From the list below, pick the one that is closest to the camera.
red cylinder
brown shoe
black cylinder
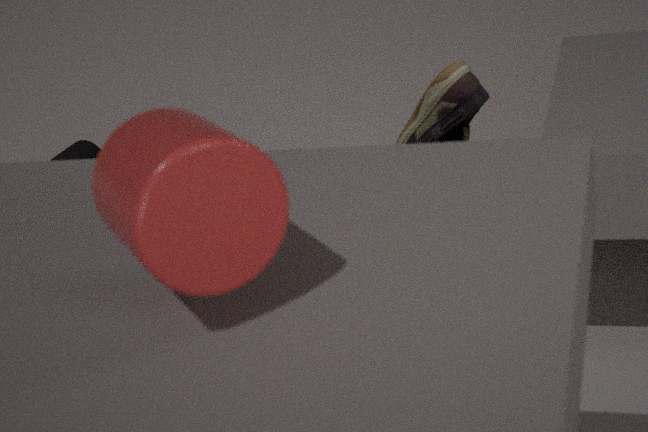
red cylinder
